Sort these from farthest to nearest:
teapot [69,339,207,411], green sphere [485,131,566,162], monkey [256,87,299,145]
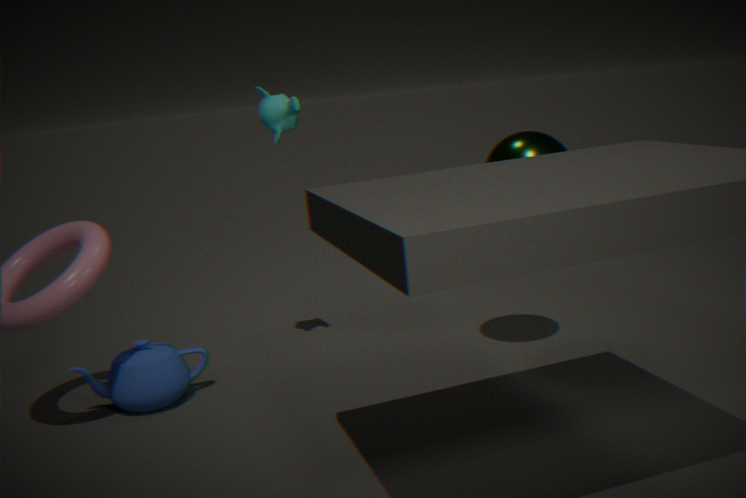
monkey [256,87,299,145], teapot [69,339,207,411], green sphere [485,131,566,162]
